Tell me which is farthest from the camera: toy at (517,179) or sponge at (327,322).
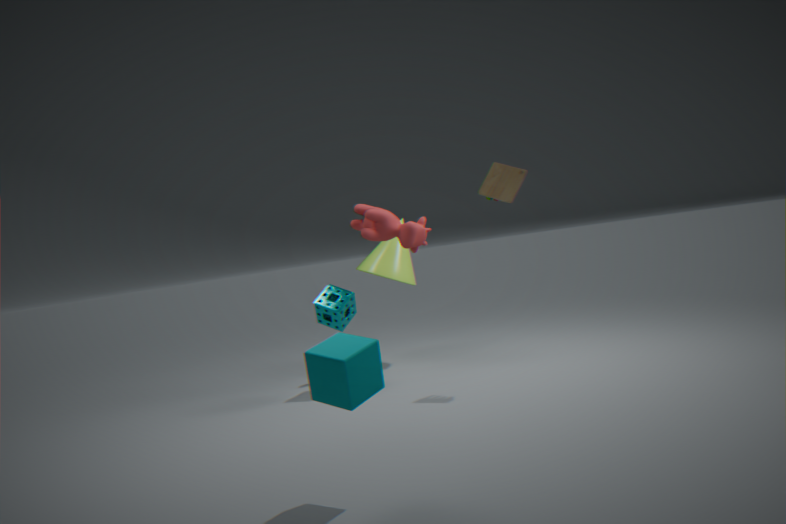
sponge at (327,322)
